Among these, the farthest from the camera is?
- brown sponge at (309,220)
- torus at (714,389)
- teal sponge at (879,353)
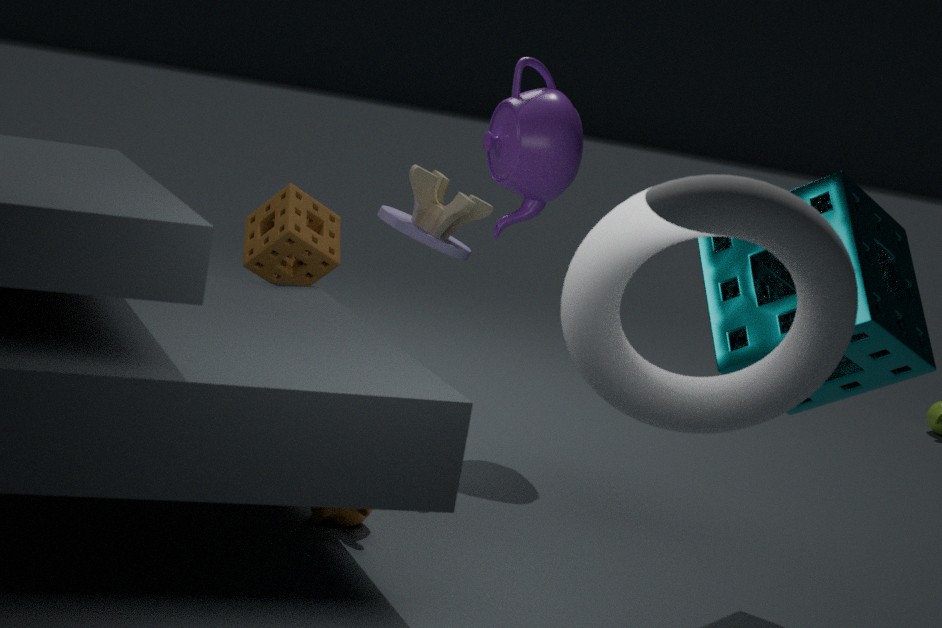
brown sponge at (309,220)
